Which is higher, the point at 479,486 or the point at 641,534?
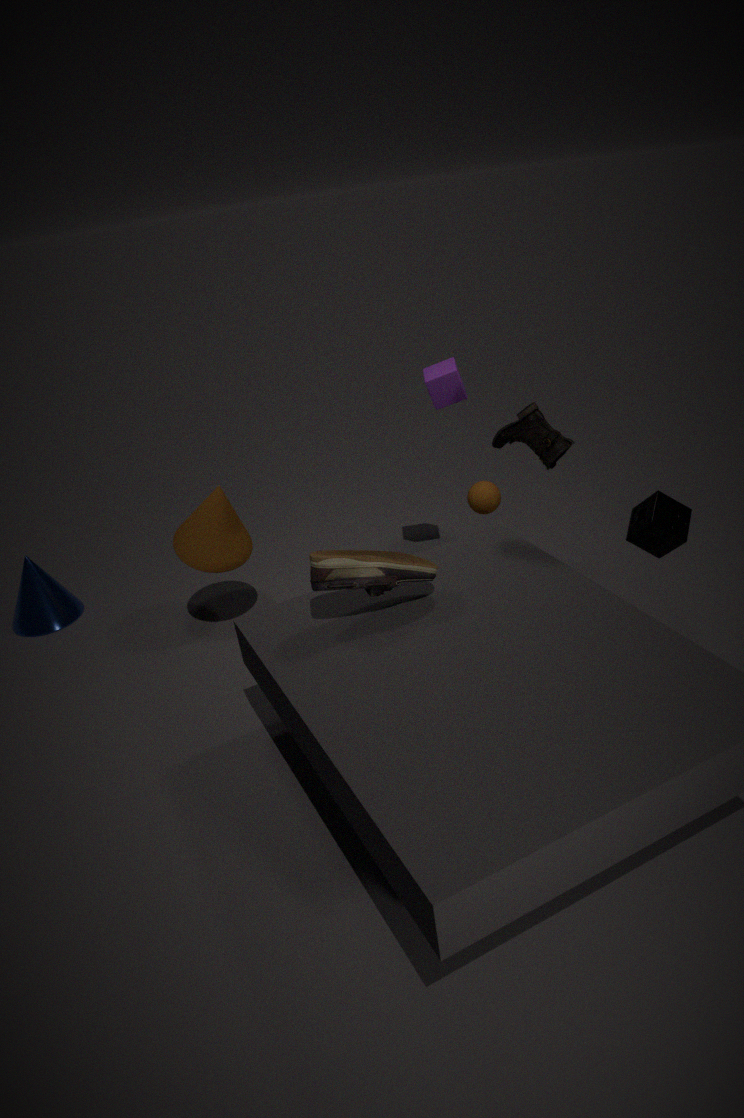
the point at 641,534
